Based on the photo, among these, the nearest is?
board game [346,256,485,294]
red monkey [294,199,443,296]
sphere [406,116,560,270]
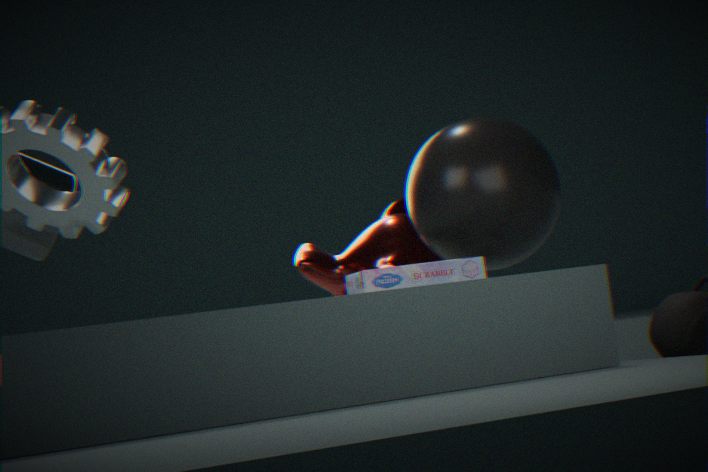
board game [346,256,485,294]
